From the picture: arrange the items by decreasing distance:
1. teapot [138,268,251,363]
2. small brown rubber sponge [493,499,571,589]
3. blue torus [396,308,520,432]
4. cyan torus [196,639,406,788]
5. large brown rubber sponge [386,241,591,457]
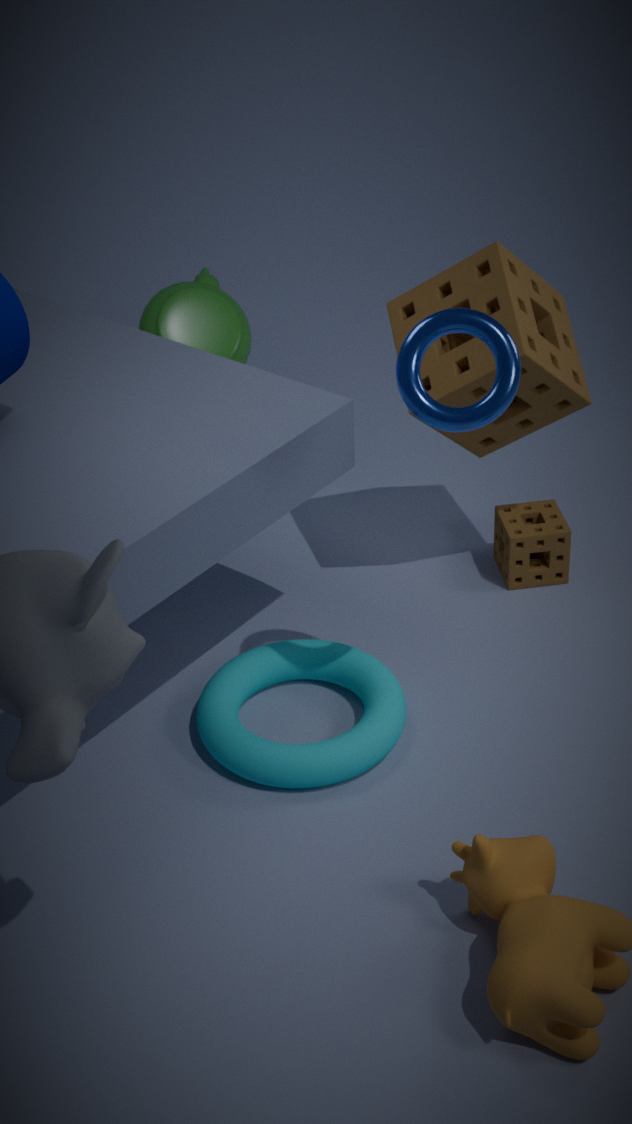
teapot [138,268,251,363] < small brown rubber sponge [493,499,571,589] < large brown rubber sponge [386,241,591,457] < cyan torus [196,639,406,788] < blue torus [396,308,520,432]
